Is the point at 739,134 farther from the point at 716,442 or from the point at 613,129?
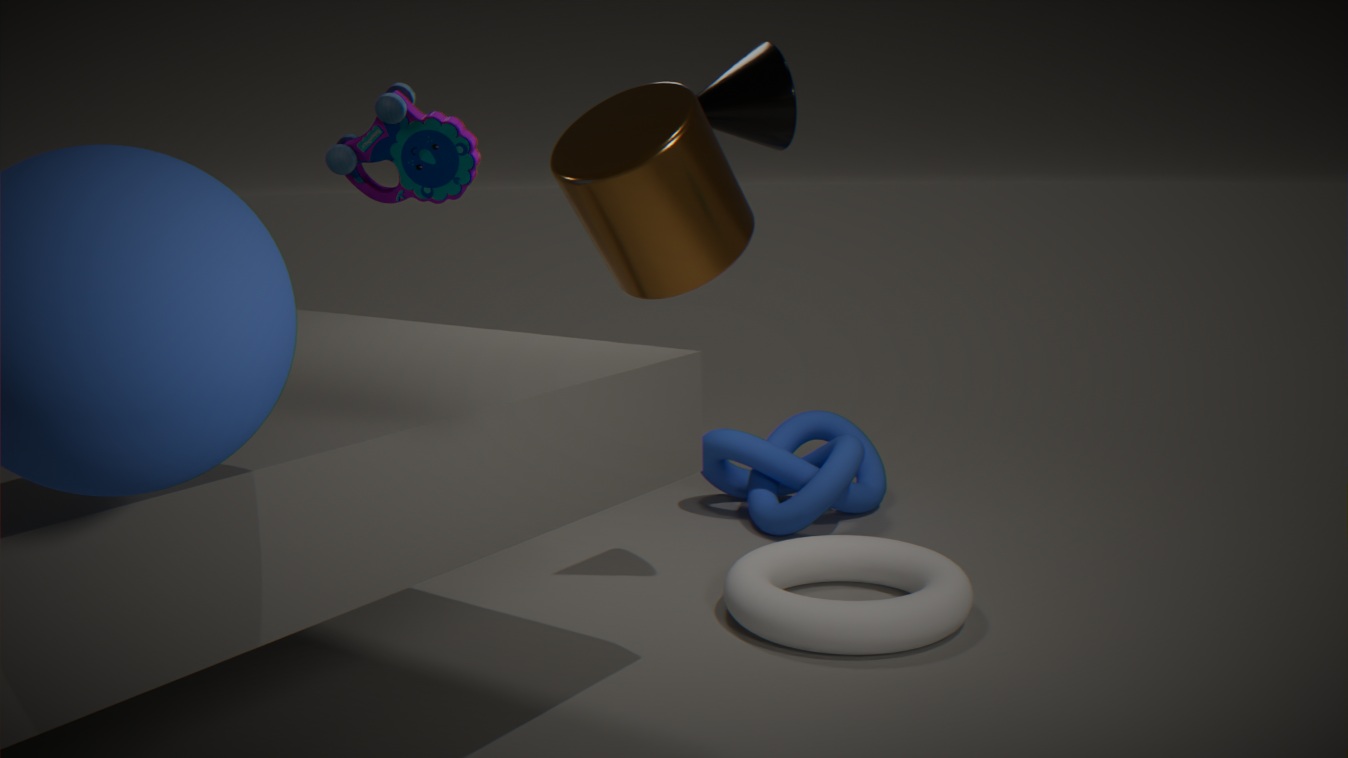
the point at 716,442
